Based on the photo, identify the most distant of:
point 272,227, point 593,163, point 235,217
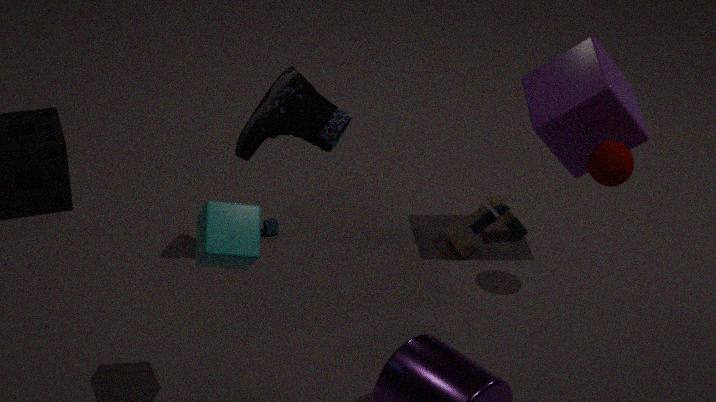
point 272,227
